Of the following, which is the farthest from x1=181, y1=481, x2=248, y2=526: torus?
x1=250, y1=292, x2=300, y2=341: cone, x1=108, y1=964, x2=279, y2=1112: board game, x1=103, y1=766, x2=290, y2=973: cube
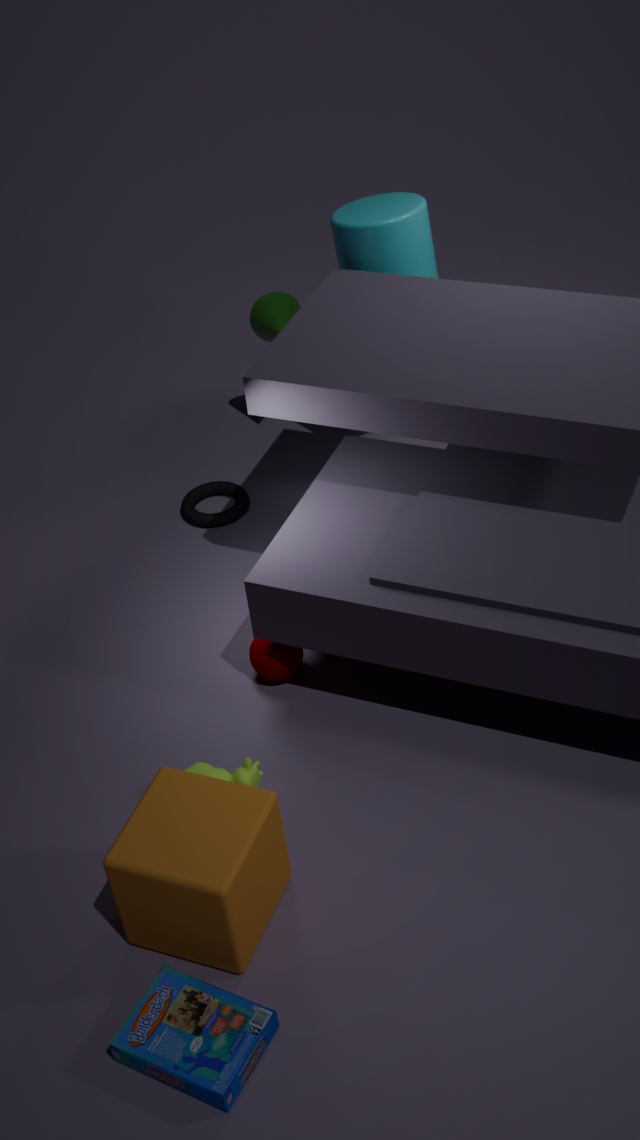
x1=108, y1=964, x2=279, y2=1112: board game
